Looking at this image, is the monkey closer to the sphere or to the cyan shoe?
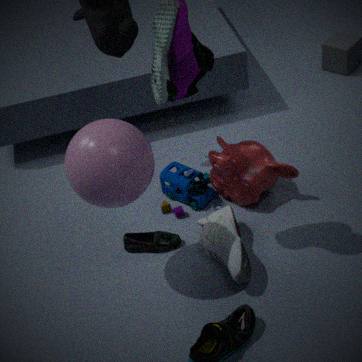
the cyan shoe
